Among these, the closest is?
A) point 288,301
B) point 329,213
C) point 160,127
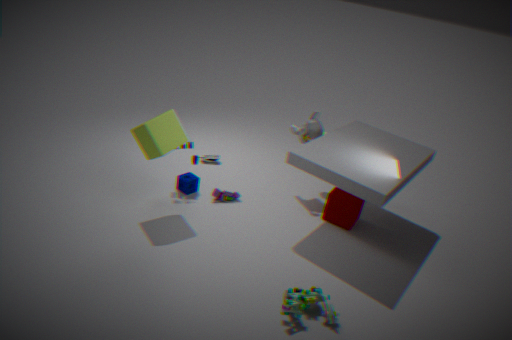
point 288,301
